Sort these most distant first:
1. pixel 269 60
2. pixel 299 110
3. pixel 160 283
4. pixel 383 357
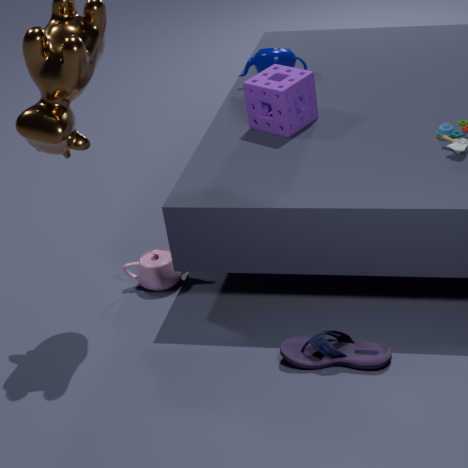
1. pixel 269 60
2. pixel 299 110
3. pixel 160 283
4. pixel 383 357
